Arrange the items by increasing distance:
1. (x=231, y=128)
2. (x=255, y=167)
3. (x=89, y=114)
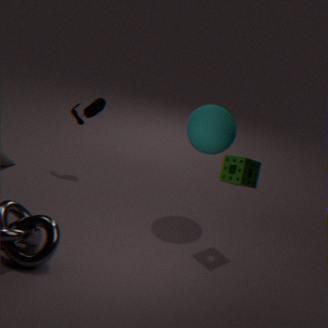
1. (x=255, y=167)
2. (x=231, y=128)
3. (x=89, y=114)
